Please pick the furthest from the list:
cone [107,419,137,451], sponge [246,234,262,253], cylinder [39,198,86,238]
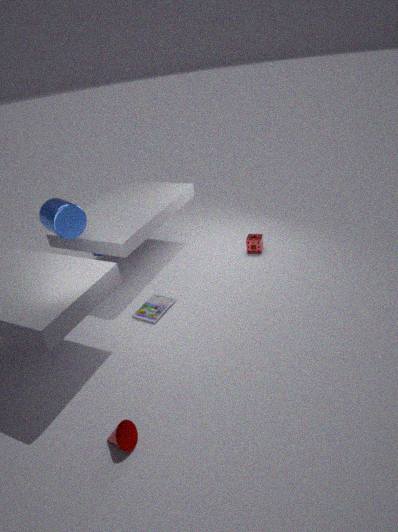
sponge [246,234,262,253]
